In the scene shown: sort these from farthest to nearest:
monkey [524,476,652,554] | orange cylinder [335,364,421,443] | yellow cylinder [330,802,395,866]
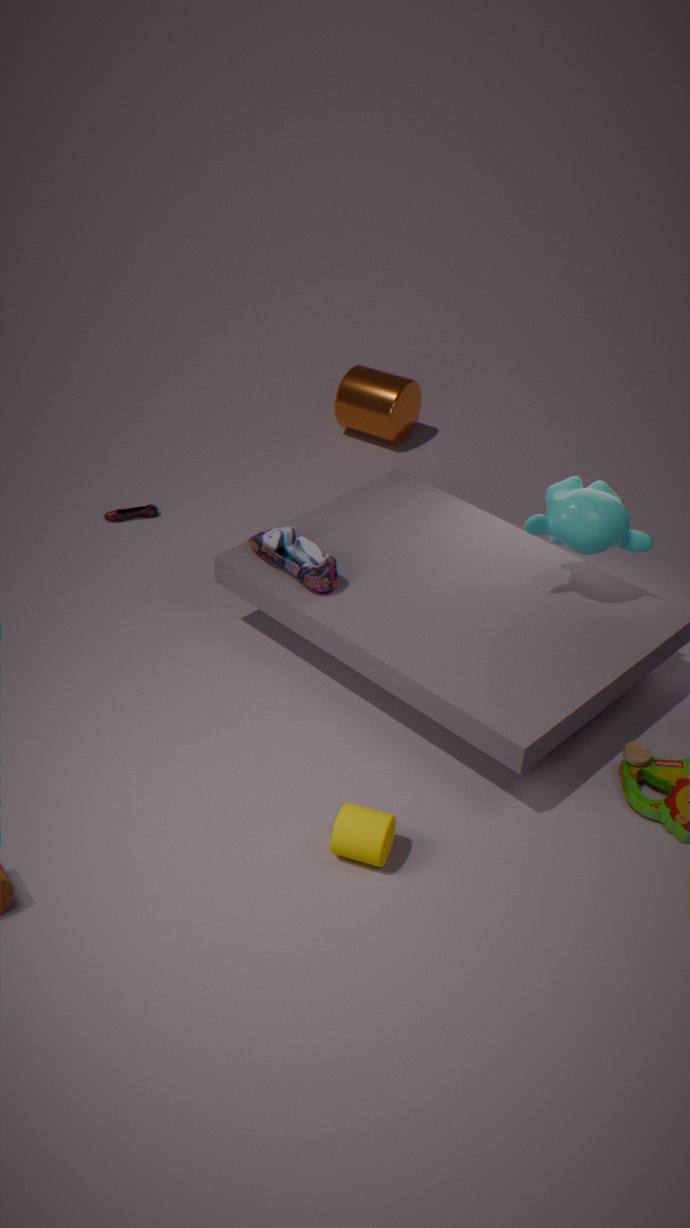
orange cylinder [335,364,421,443] → monkey [524,476,652,554] → yellow cylinder [330,802,395,866]
